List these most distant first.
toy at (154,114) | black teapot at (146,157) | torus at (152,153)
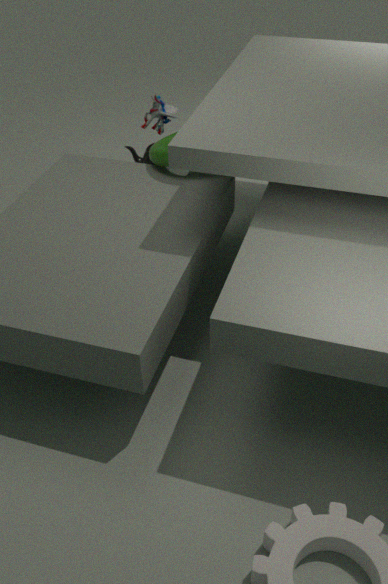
black teapot at (146,157) → toy at (154,114) → torus at (152,153)
